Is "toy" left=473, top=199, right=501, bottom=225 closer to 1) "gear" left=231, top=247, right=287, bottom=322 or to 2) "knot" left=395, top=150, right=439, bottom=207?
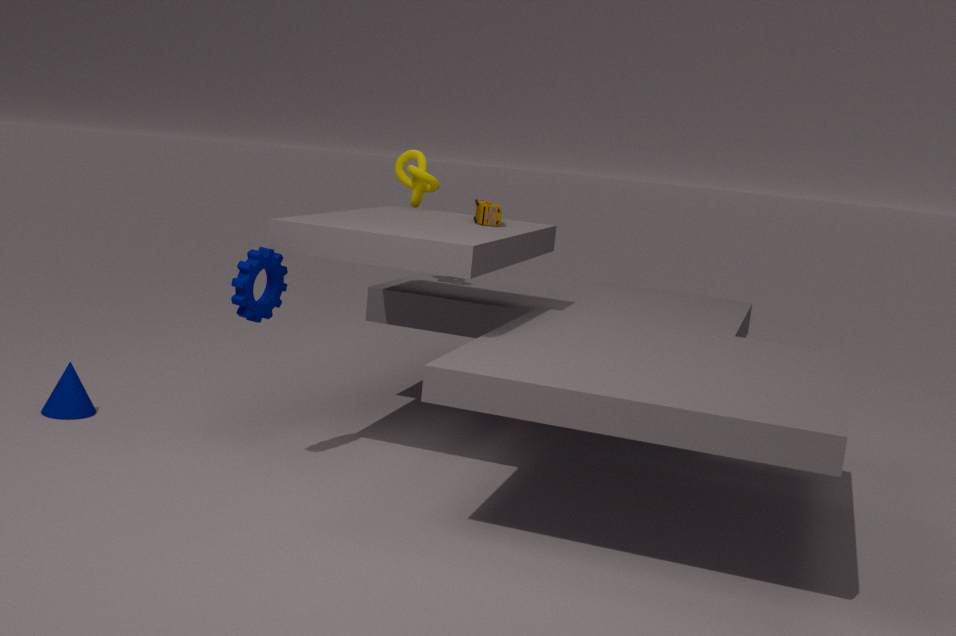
2) "knot" left=395, top=150, right=439, bottom=207
